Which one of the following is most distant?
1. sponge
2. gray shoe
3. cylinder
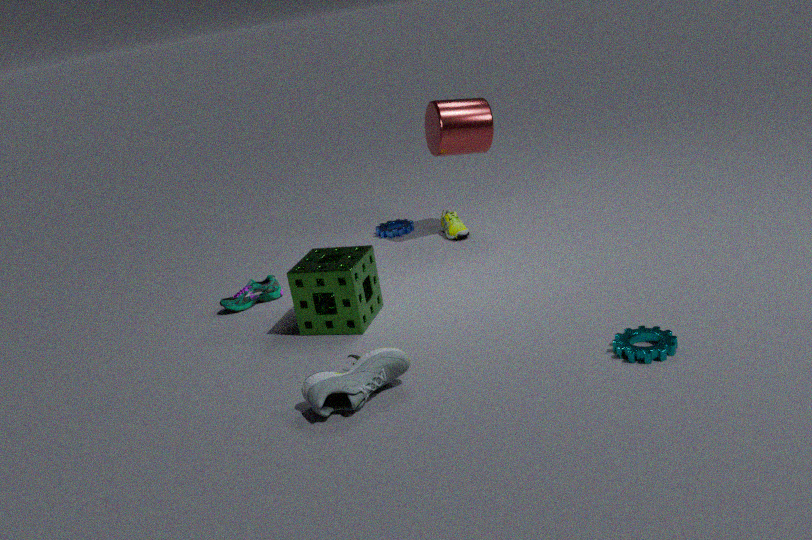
cylinder
